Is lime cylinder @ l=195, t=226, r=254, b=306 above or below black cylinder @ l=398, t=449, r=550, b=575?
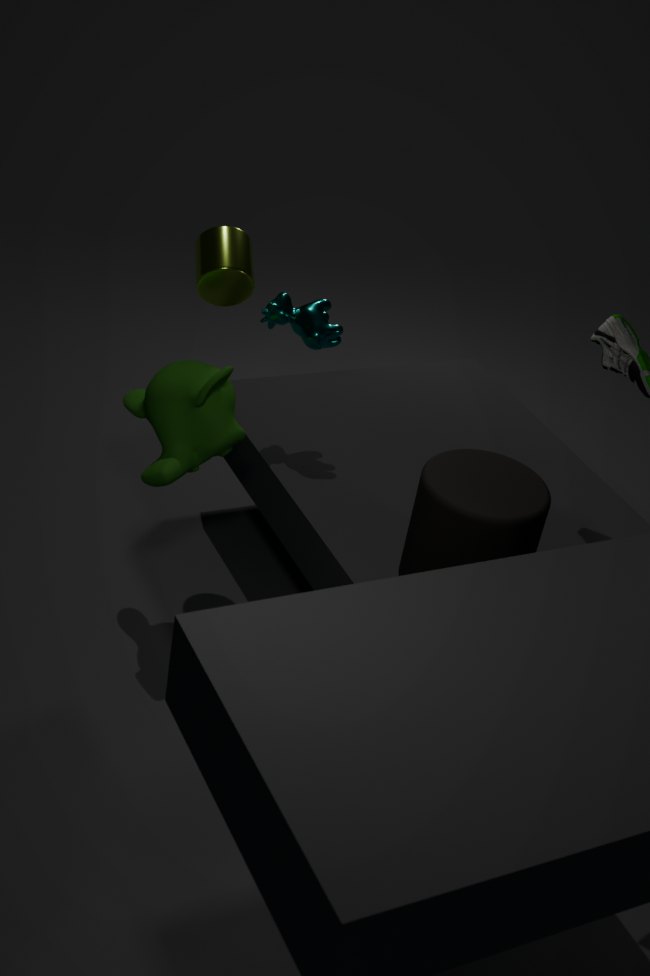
above
